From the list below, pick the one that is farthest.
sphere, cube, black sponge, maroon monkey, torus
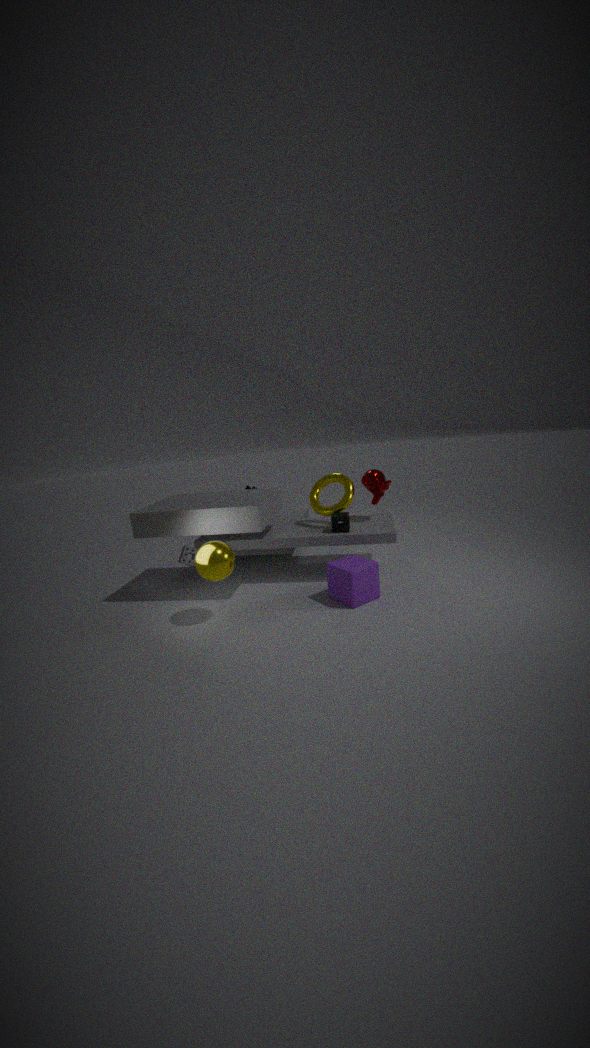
maroon monkey
